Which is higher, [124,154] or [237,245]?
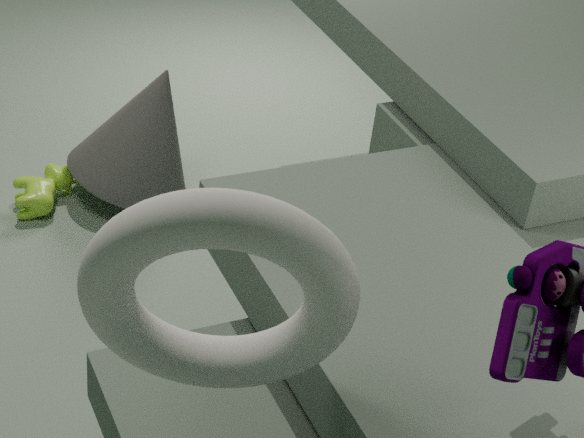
[237,245]
